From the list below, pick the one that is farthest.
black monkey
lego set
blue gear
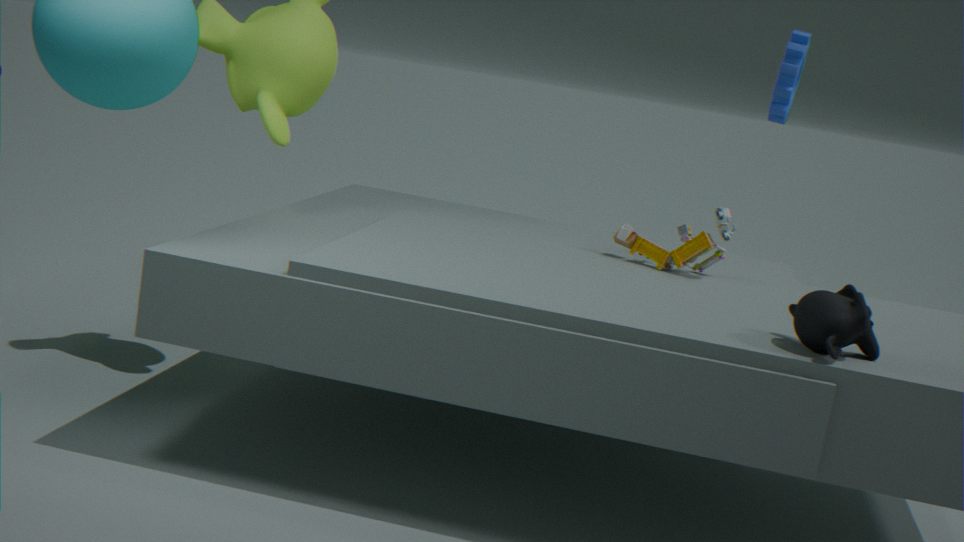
→ blue gear
